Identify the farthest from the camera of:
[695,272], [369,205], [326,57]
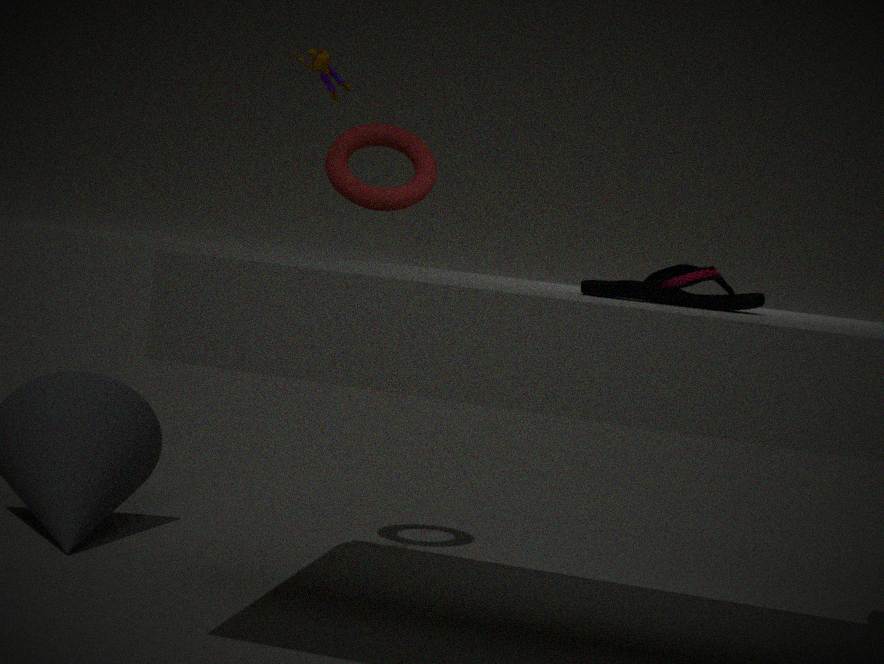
[369,205]
